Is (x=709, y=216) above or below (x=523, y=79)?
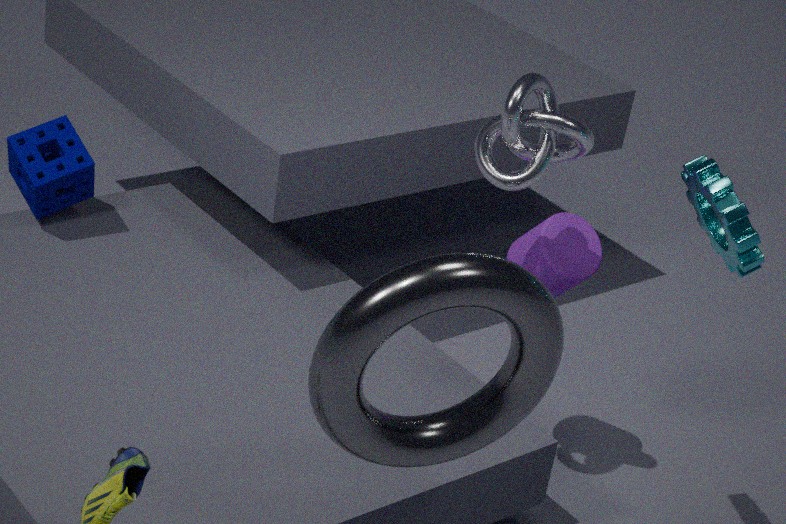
below
